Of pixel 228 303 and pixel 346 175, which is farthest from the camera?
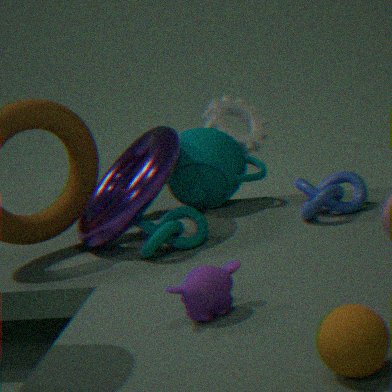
pixel 346 175
